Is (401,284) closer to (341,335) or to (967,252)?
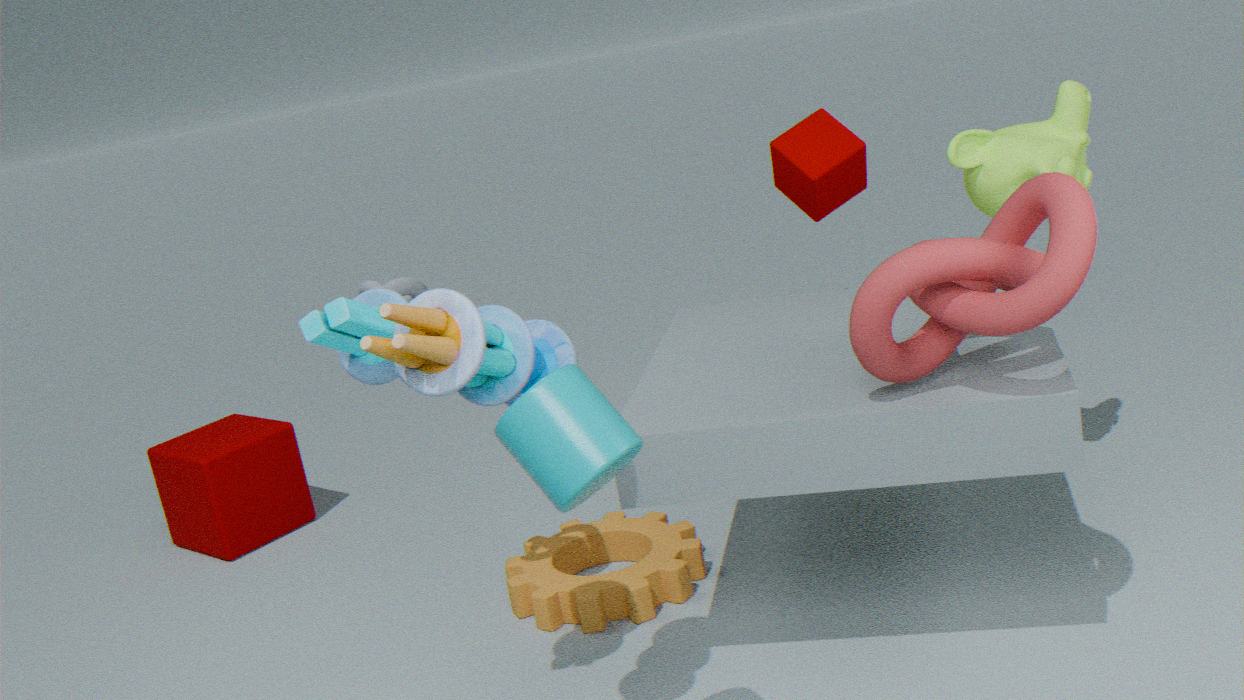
(341,335)
